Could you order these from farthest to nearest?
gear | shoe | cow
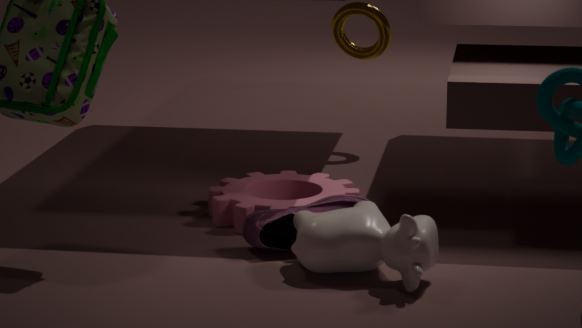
gear
shoe
cow
